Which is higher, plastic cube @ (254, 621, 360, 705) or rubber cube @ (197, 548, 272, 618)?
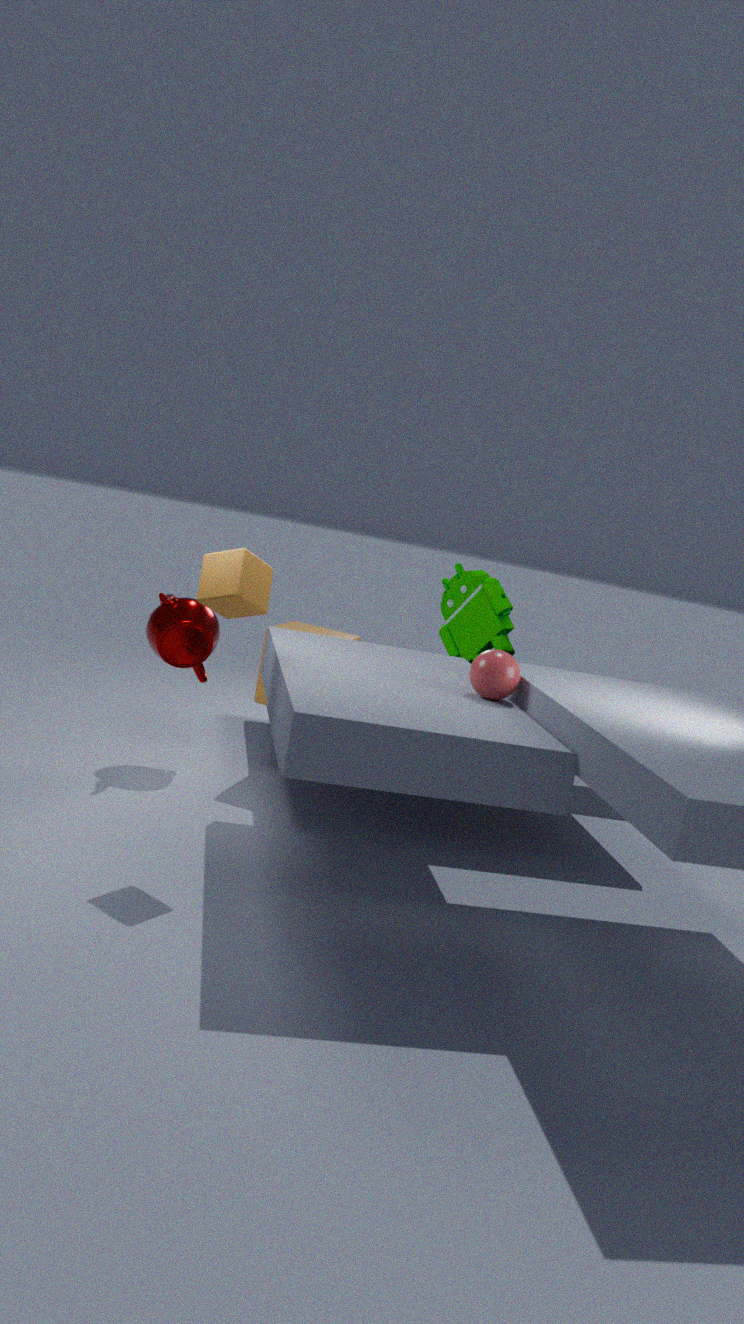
rubber cube @ (197, 548, 272, 618)
